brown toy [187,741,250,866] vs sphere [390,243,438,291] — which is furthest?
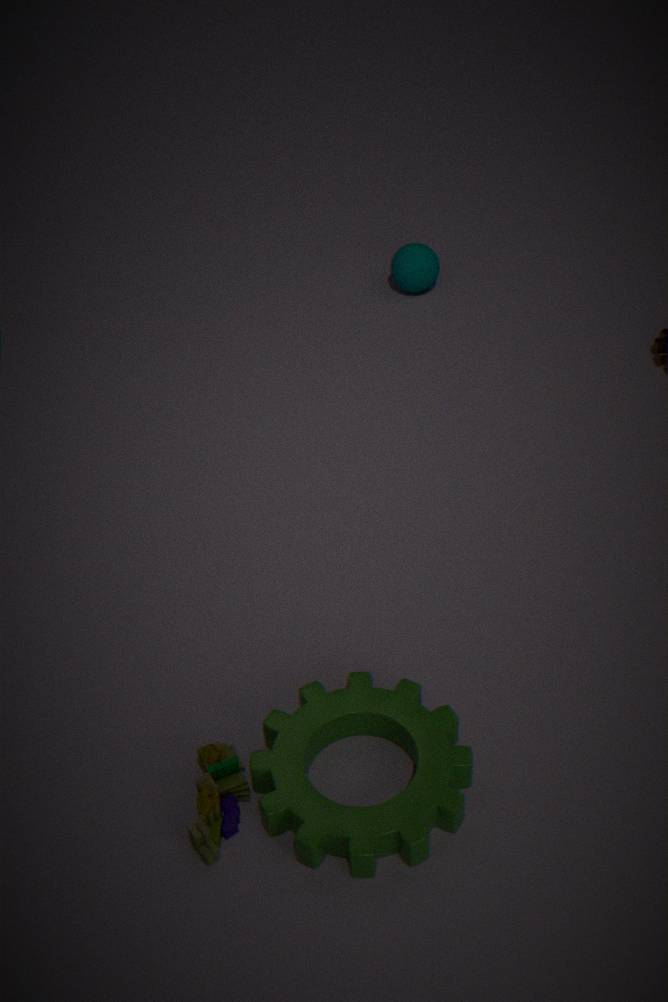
sphere [390,243,438,291]
